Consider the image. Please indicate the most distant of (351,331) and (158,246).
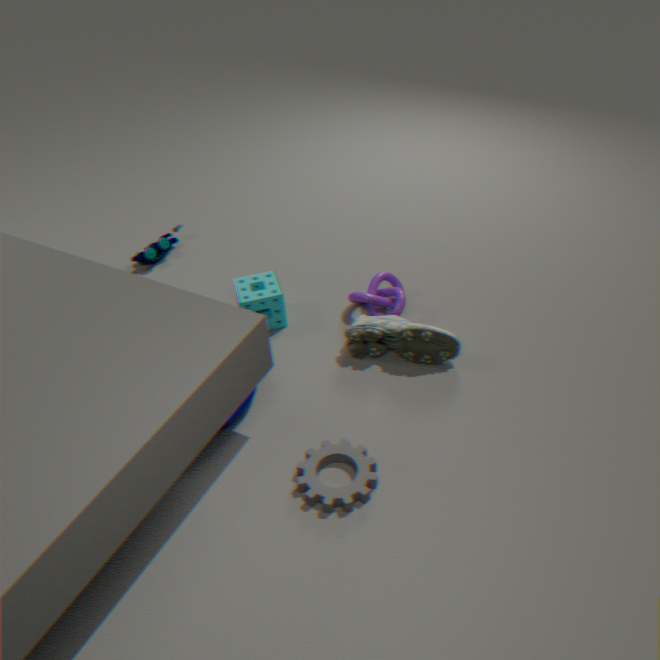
(158,246)
